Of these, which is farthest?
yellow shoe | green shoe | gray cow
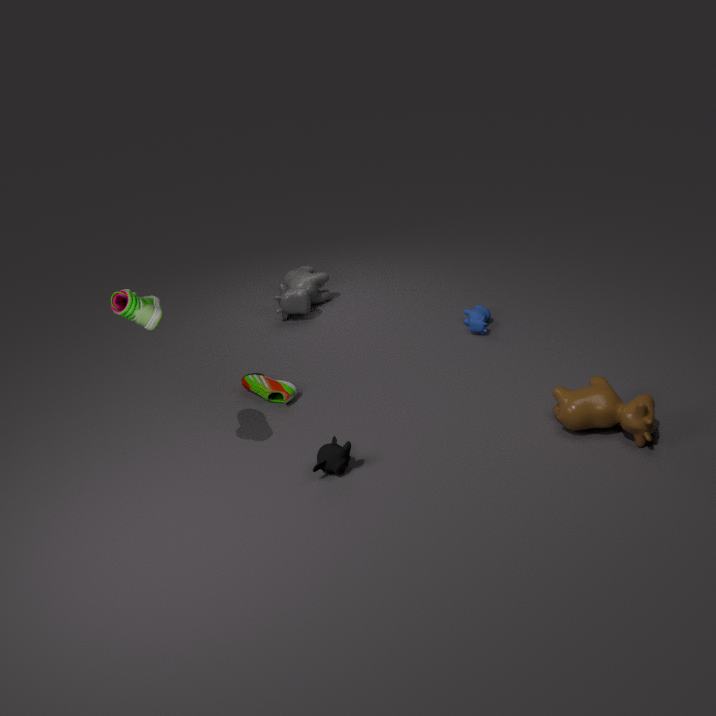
gray cow
